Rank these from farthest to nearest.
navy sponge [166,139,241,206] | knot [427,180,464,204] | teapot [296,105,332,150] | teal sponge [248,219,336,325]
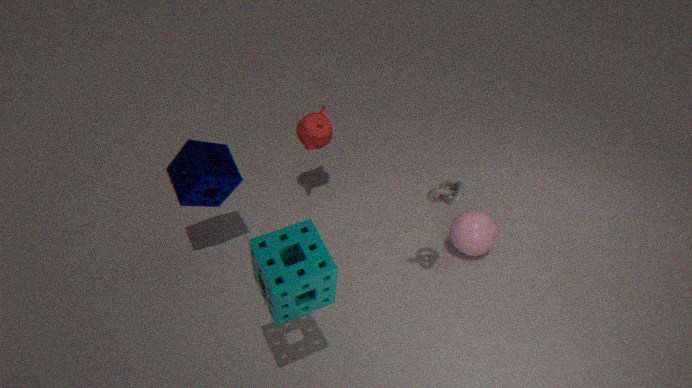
teapot [296,105,332,150] → navy sponge [166,139,241,206] → knot [427,180,464,204] → teal sponge [248,219,336,325]
